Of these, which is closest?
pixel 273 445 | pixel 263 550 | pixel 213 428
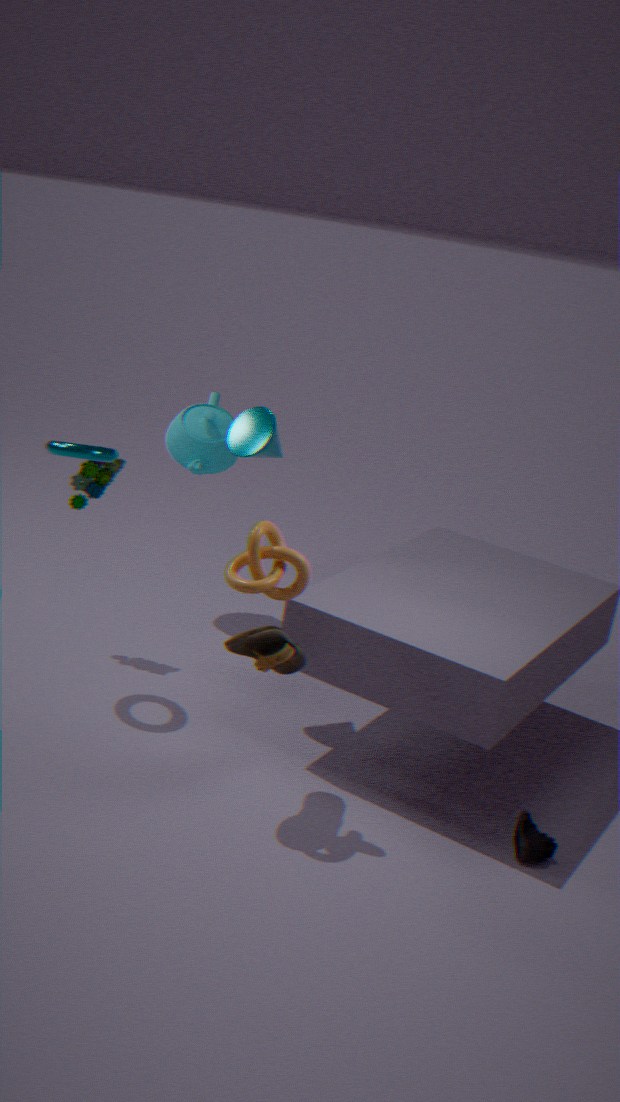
pixel 263 550
